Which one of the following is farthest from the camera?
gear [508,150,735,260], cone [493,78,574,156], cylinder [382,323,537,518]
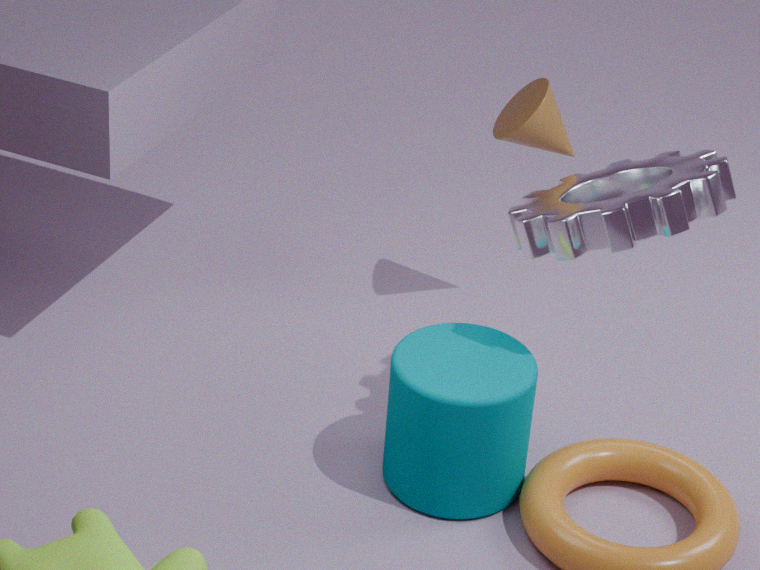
cone [493,78,574,156]
